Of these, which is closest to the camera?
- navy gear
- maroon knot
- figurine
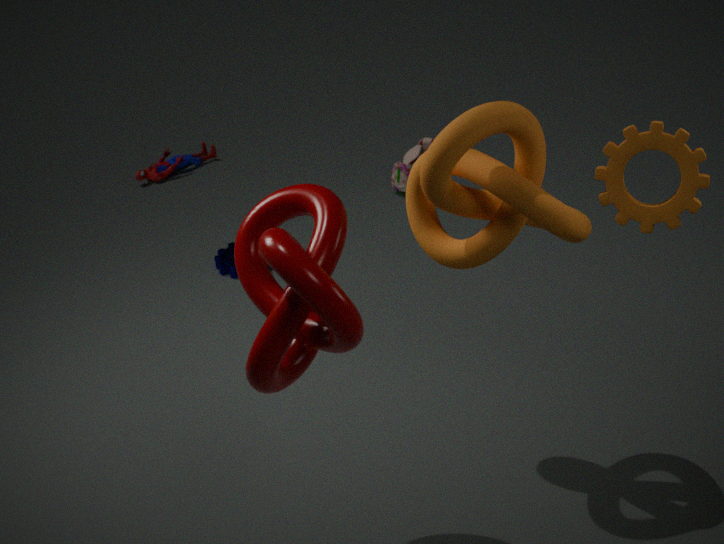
maroon knot
